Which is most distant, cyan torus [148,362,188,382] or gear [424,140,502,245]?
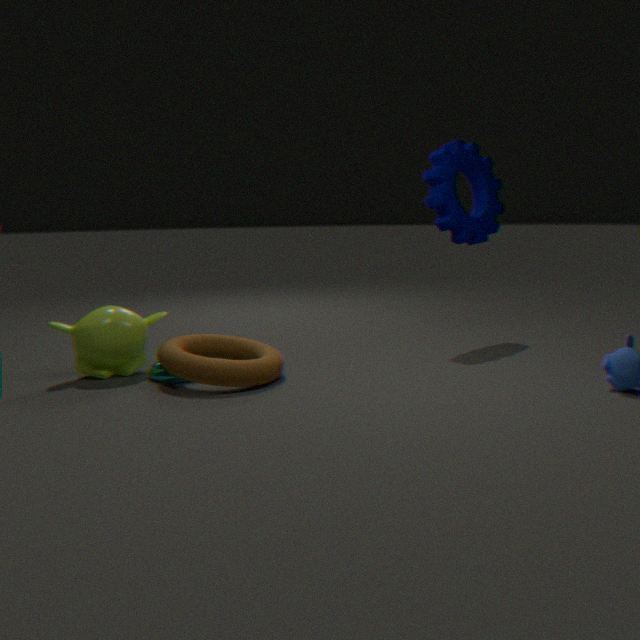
gear [424,140,502,245]
